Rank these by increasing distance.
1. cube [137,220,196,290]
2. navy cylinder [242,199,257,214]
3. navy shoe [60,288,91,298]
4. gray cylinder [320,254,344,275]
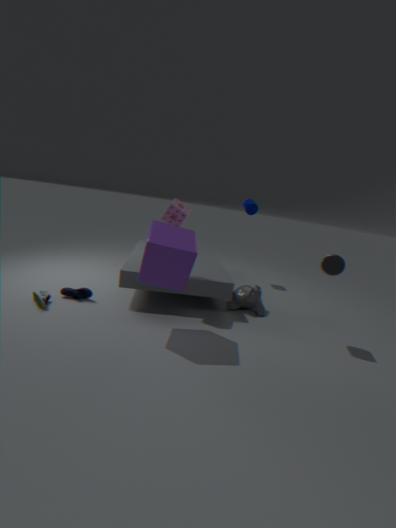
1. cube [137,220,196,290]
2. gray cylinder [320,254,344,275]
3. navy shoe [60,288,91,298]
4. navy cylinder [242,199,257,214]
